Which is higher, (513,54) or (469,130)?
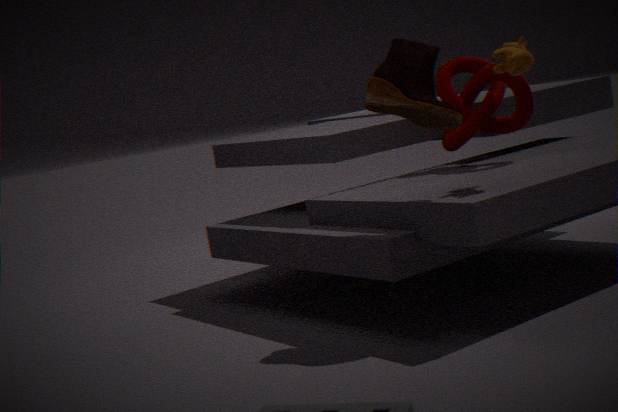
(513,54)
